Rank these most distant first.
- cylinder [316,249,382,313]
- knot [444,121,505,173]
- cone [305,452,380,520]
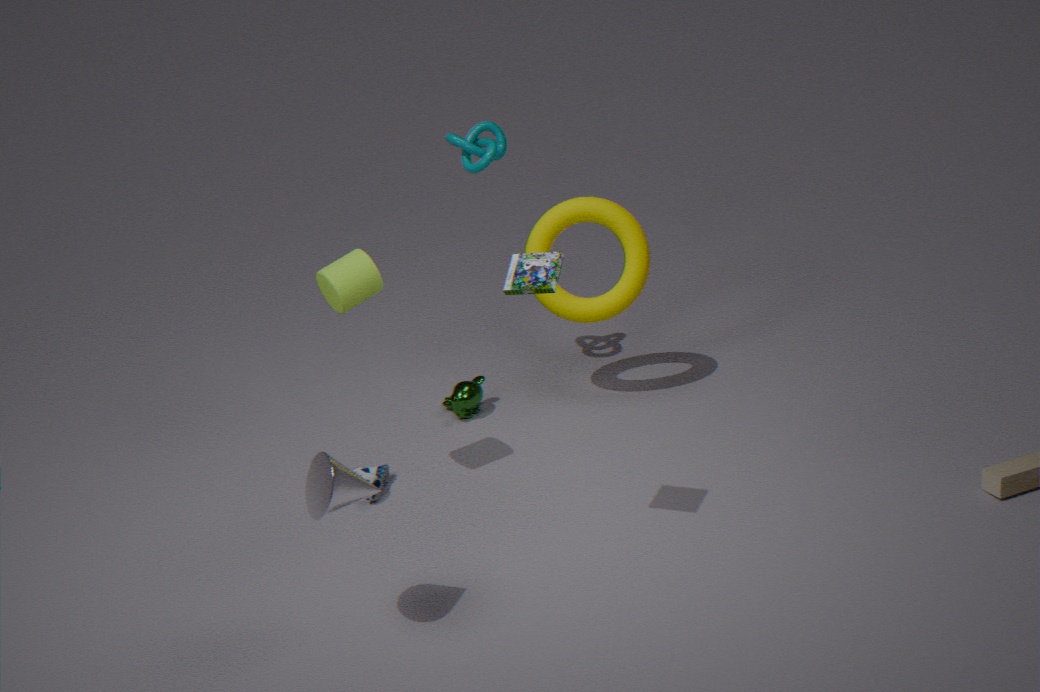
1. knot [444,121,505,173]
2. cylinder [316,249,382,313]
3. cone [305,452,380,520]
